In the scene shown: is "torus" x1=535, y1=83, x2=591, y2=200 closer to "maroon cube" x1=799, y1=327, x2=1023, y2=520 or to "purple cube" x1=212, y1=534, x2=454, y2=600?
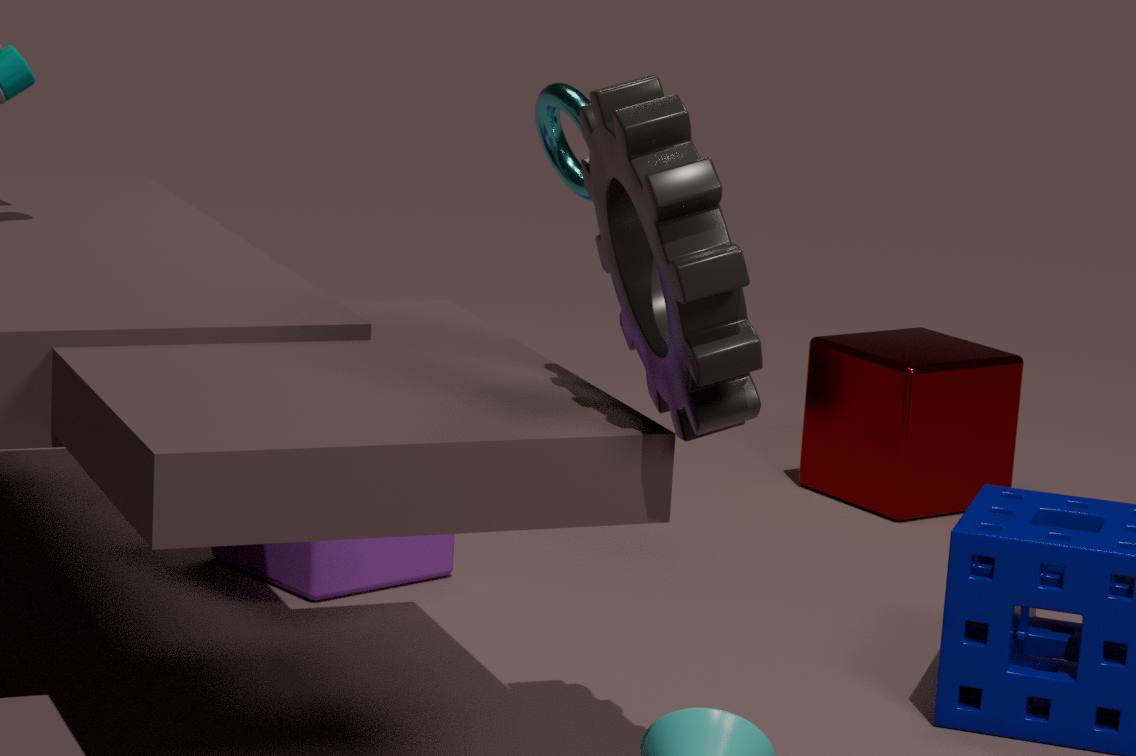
"purple cube" x1=212, y1=534, x2=454, y2=600
